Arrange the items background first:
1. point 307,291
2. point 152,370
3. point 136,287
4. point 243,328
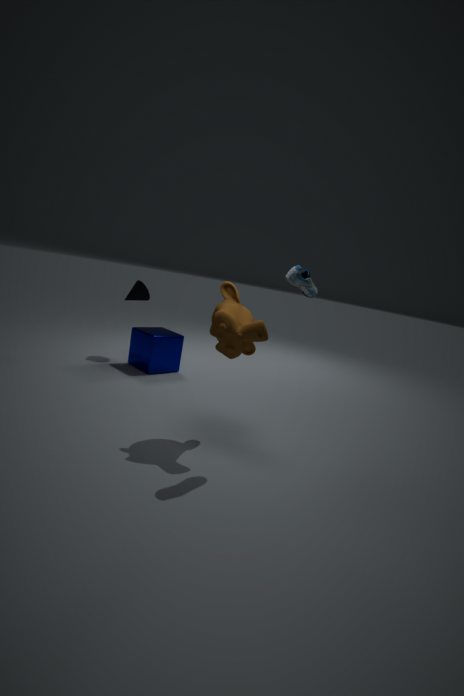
point 136,287 < point 152,370 < point 243,328 < point 307,291
